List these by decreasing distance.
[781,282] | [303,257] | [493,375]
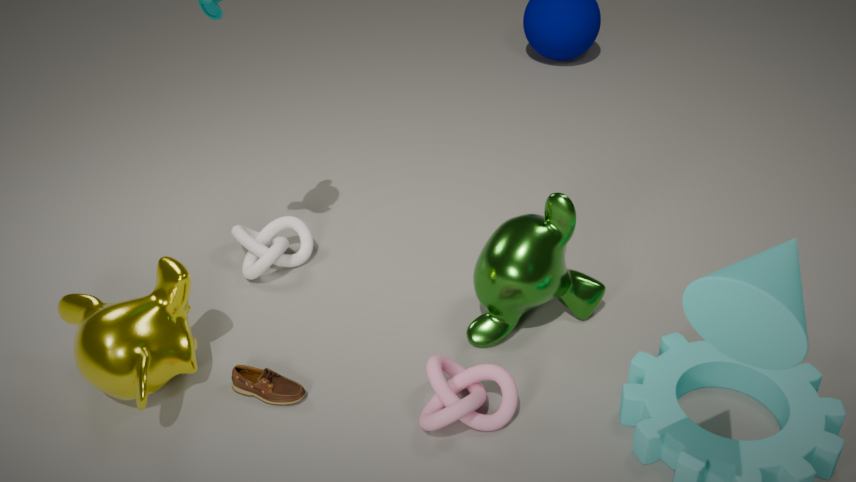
1. [303,257]
2. [493,375]
3. [781,282]
